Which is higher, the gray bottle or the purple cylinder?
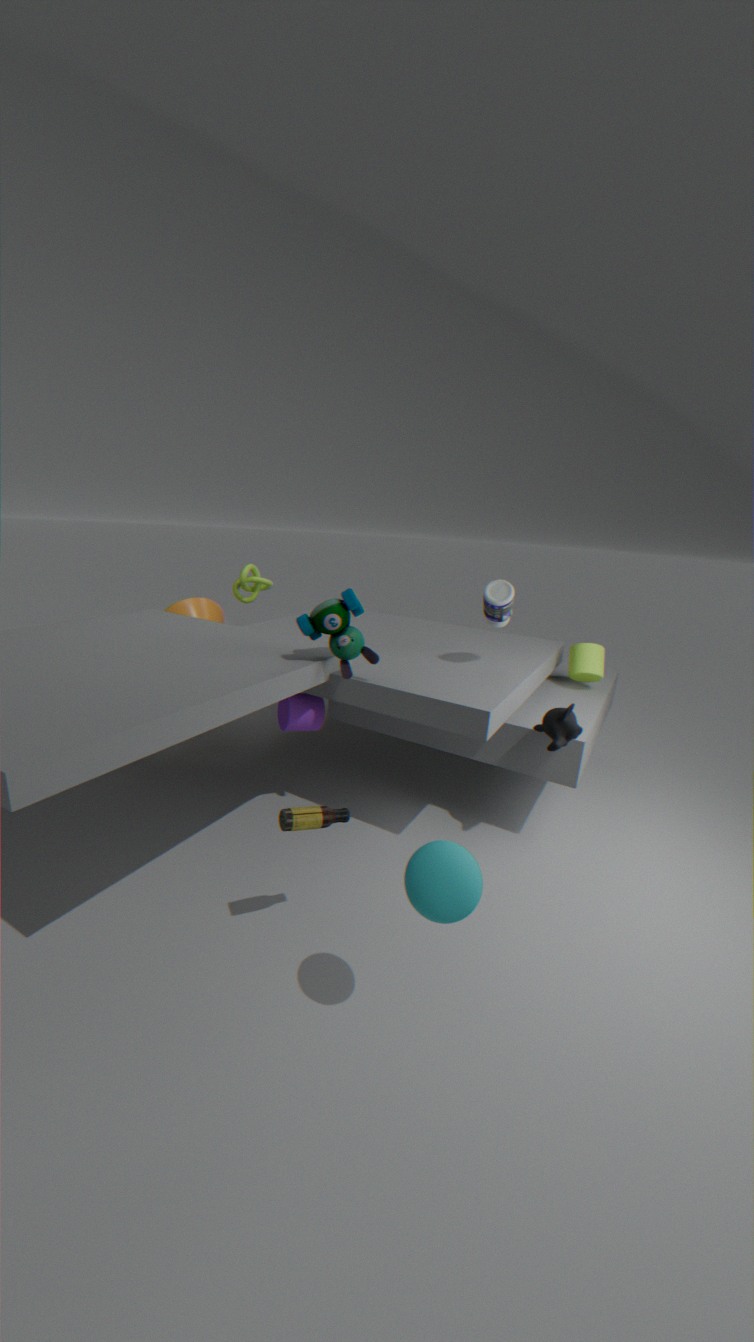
the gray bottle
